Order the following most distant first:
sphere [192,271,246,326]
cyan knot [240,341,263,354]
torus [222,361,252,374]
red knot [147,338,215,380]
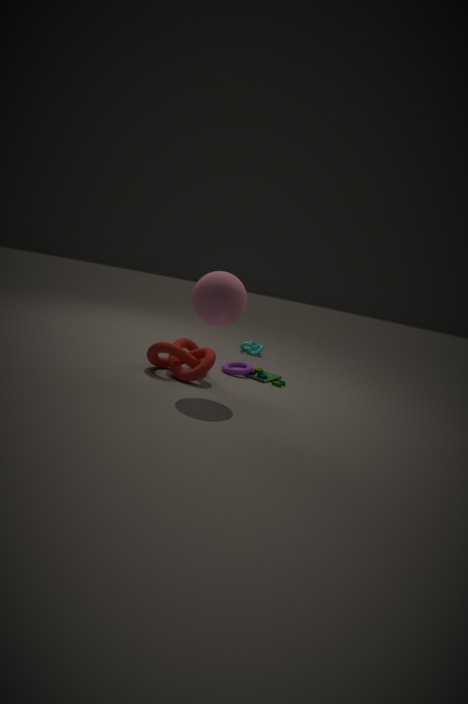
1. cyan knot [240,341,263,354]
2. torus [222,361,252,374]
3. red knot [147,338,215,380]
4. sphere [192,271,246,326]
